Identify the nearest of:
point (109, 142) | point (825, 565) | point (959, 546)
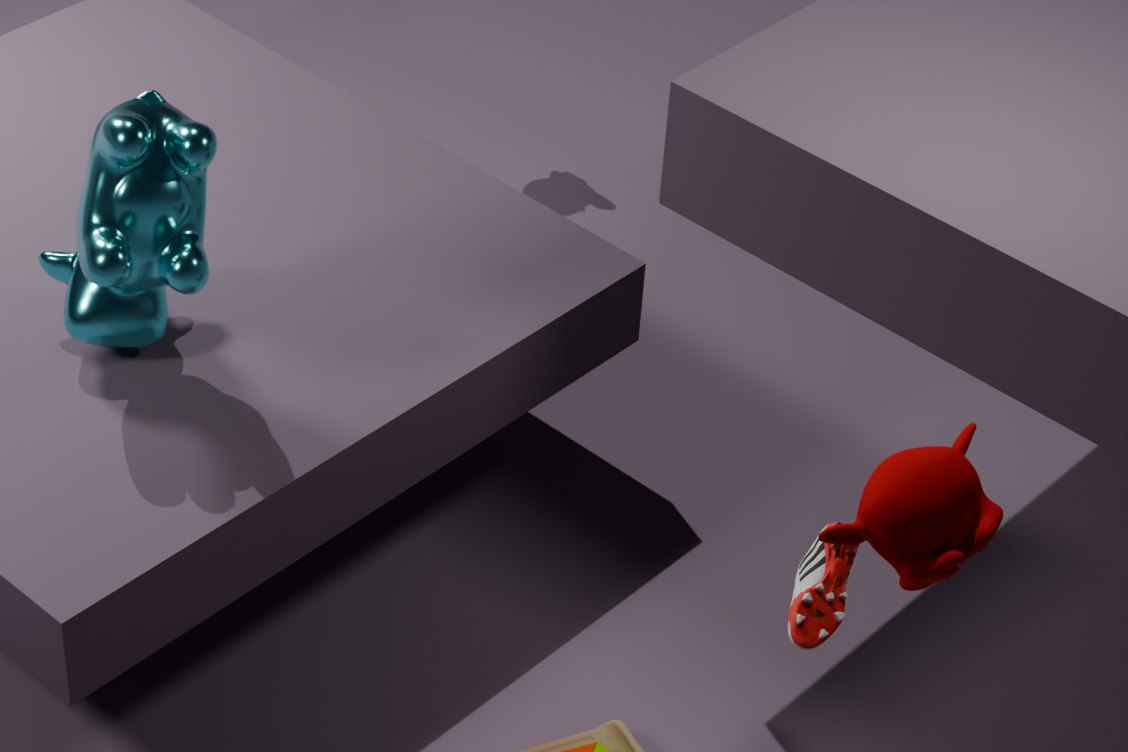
point (959, 546)
